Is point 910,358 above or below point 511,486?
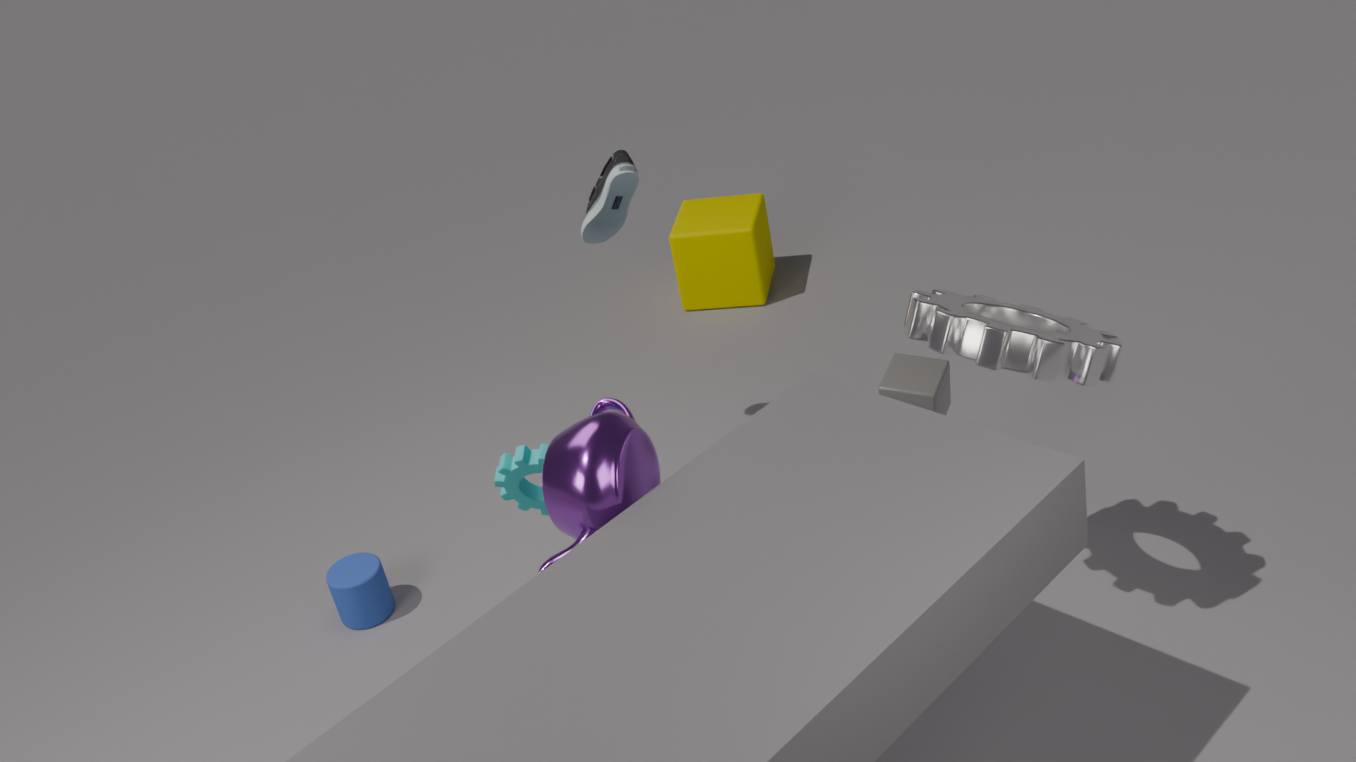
below
